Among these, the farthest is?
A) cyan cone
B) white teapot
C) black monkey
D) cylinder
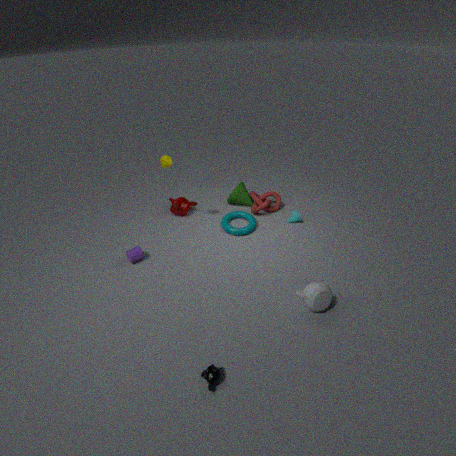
cyan cone
